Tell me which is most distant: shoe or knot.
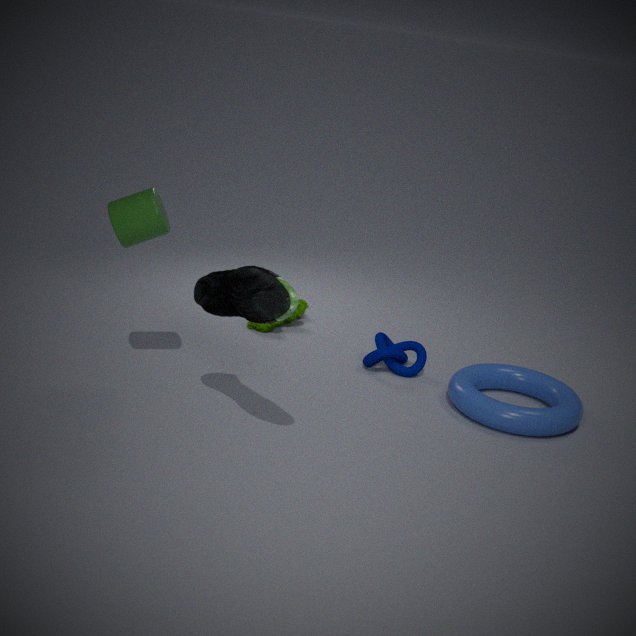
knot
